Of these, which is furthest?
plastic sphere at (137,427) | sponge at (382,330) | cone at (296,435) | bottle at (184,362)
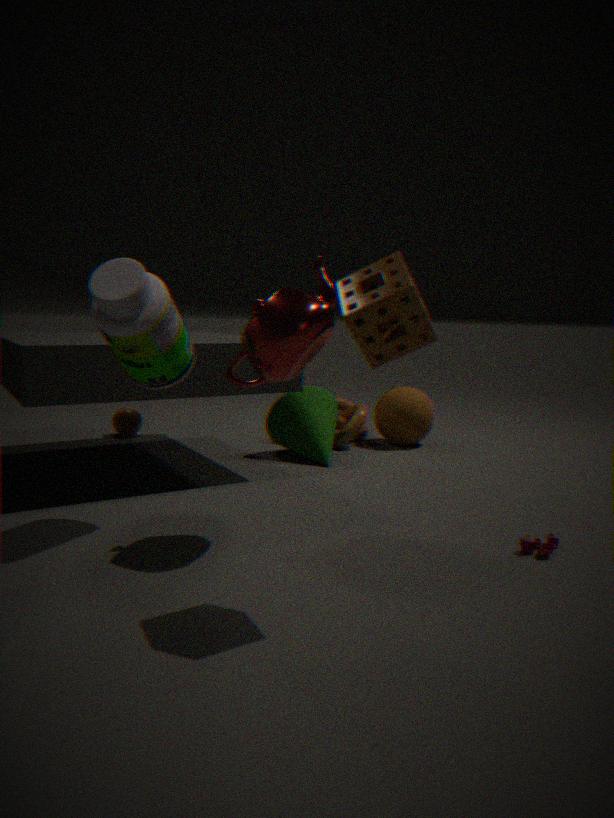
plastic sphere at (137,427)
